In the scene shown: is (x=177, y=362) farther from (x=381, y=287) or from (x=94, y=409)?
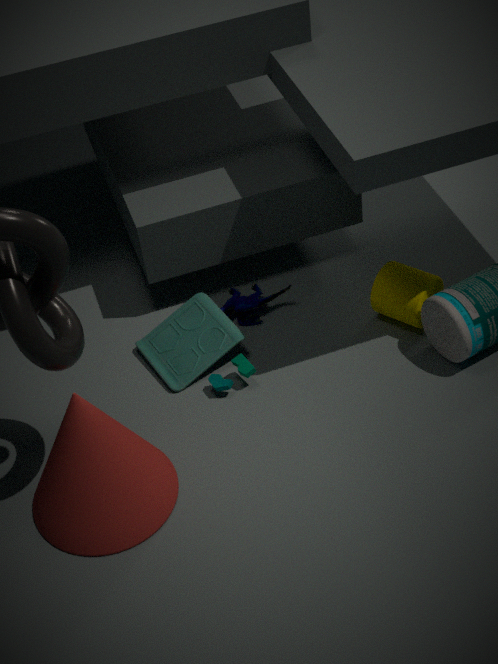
(x=381, y=287)
